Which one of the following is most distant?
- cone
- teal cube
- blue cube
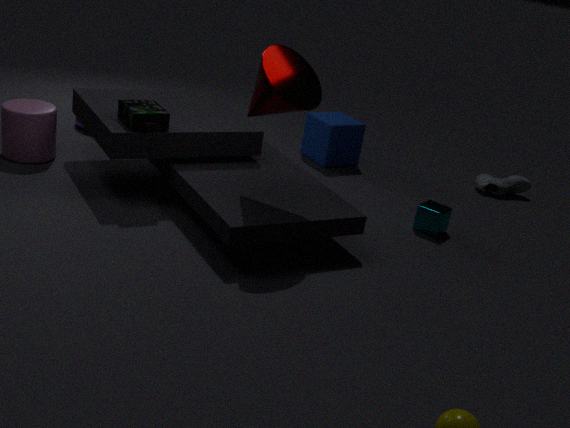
blue cube
